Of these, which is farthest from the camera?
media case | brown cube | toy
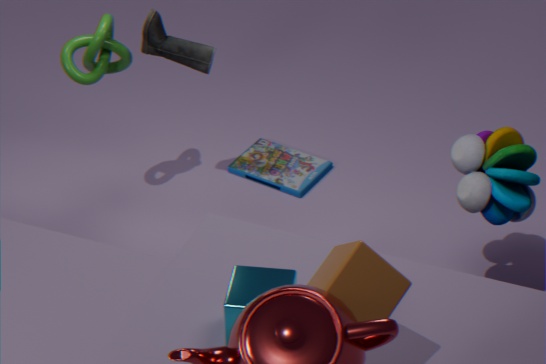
media case
